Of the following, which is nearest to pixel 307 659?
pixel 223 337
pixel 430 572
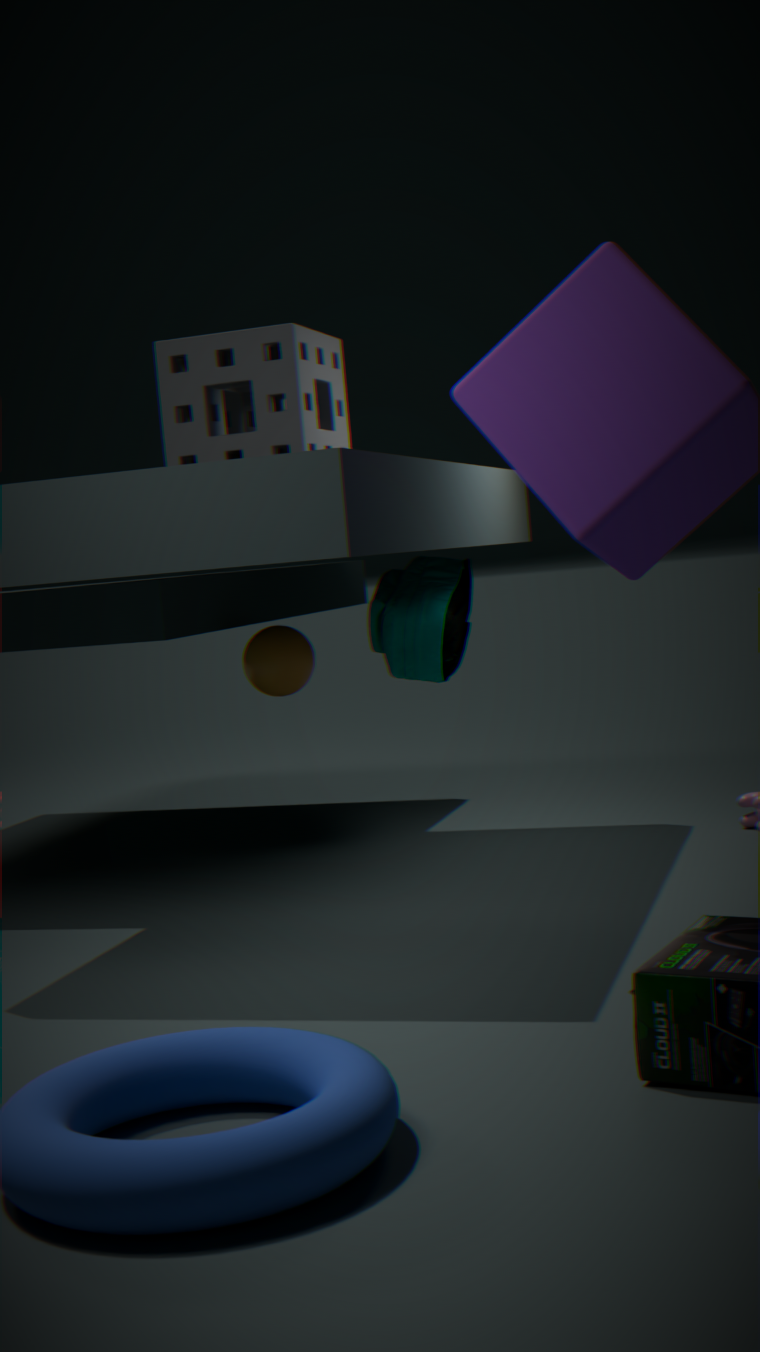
pixel 430 572
